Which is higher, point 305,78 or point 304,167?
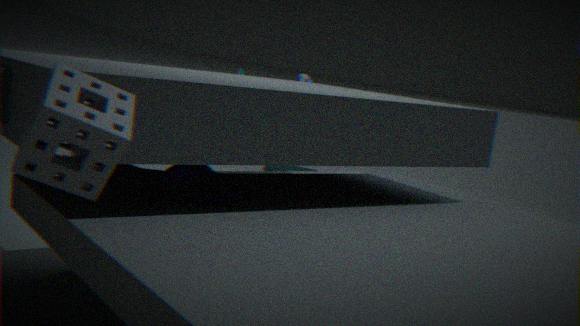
point 305,78
